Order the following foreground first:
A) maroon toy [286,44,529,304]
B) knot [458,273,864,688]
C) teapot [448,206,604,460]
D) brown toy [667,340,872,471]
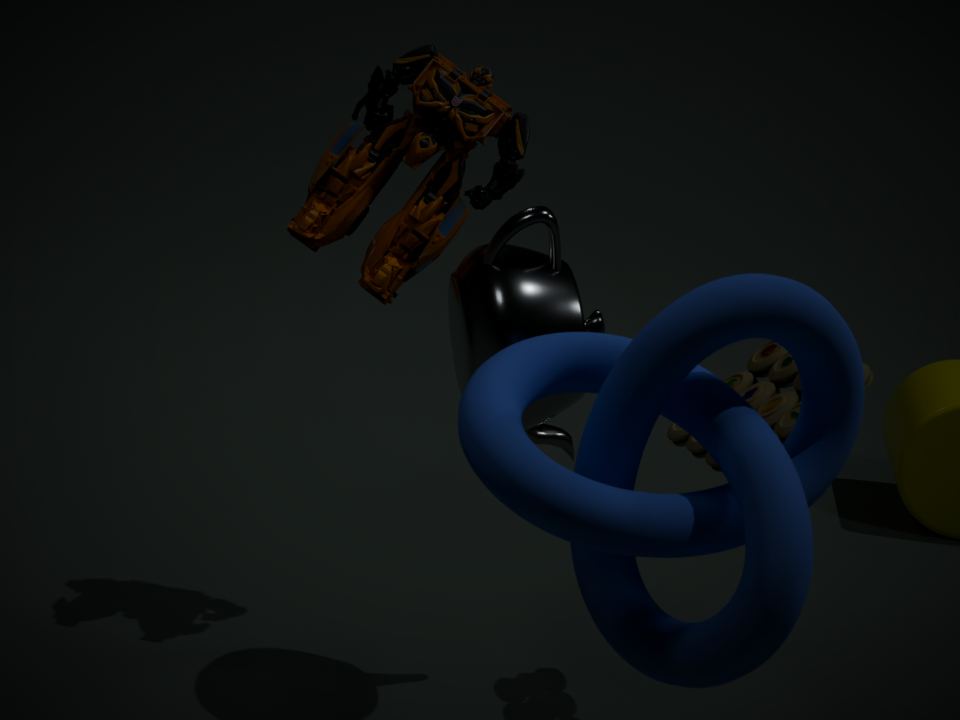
knot [458,273,864,688] < teapot [448,206,604,460] < brown toy [667,340,872,471] < maroon toy [286,44,529,304]
